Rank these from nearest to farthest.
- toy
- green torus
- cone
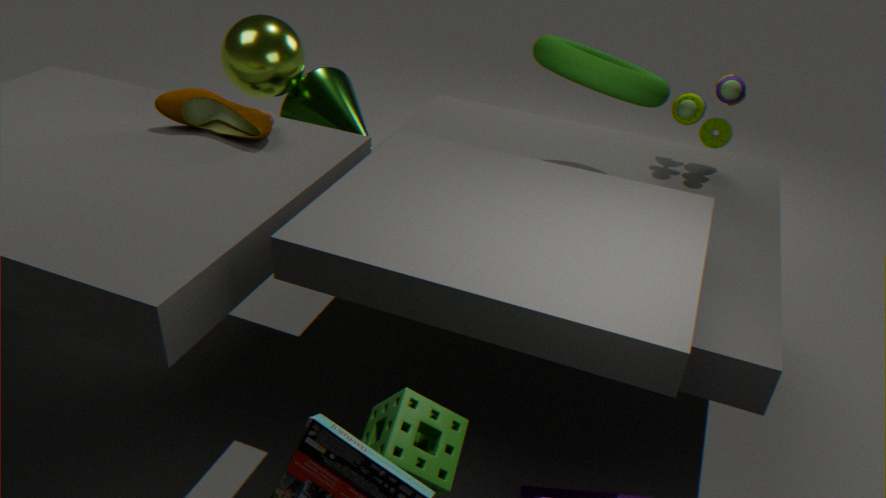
green torus
toy
cone
